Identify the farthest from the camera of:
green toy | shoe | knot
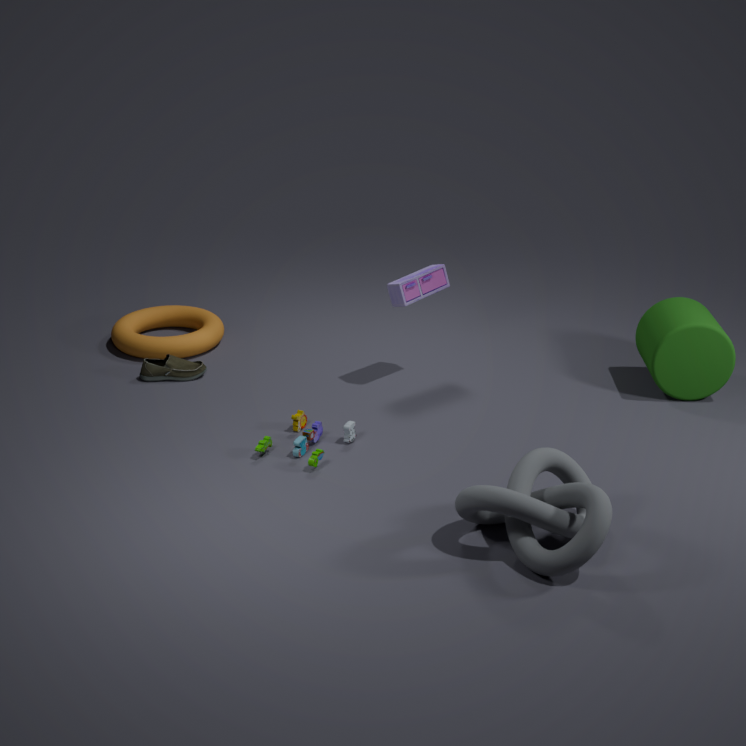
shoe
